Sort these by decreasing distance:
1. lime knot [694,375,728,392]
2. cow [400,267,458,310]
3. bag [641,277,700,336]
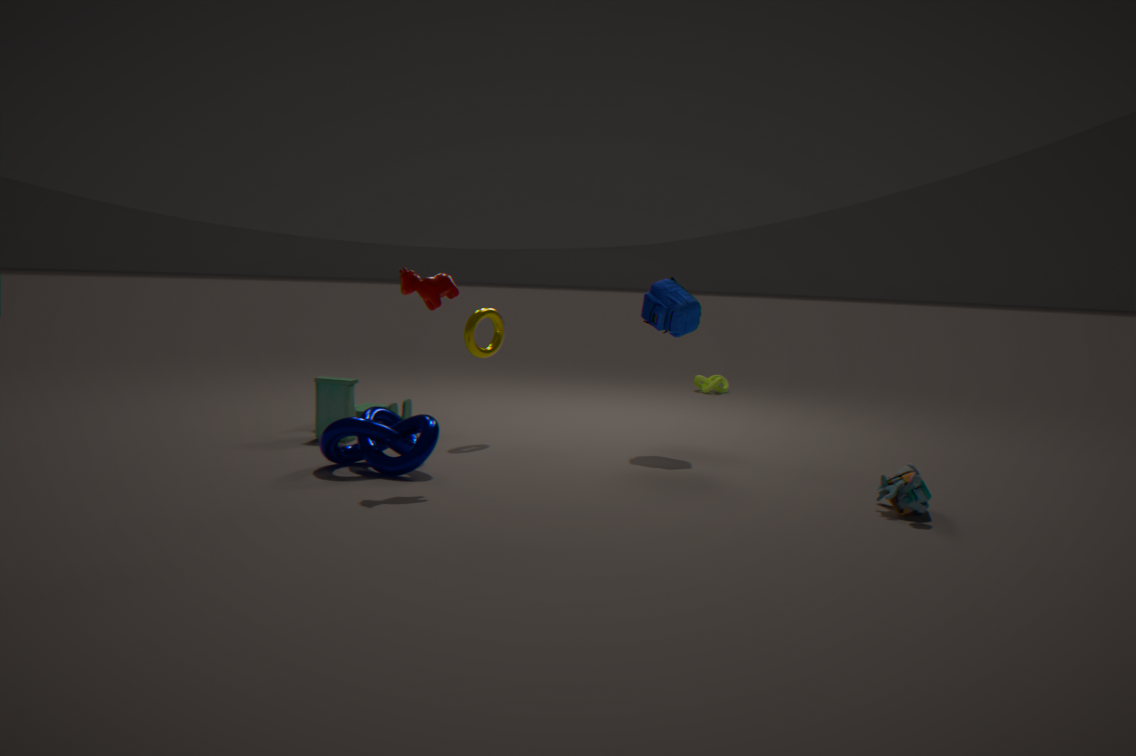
lime knot [694,375,728,392], bag [641,277,700,336], cow [400,267,458,310]
